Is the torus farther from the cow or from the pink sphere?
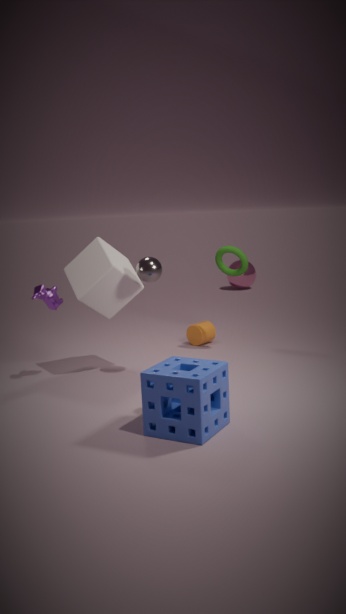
the pink sphere
